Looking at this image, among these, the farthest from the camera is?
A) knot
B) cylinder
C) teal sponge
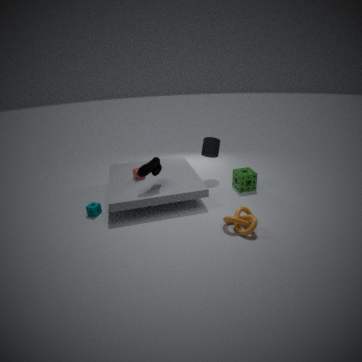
cylinder
